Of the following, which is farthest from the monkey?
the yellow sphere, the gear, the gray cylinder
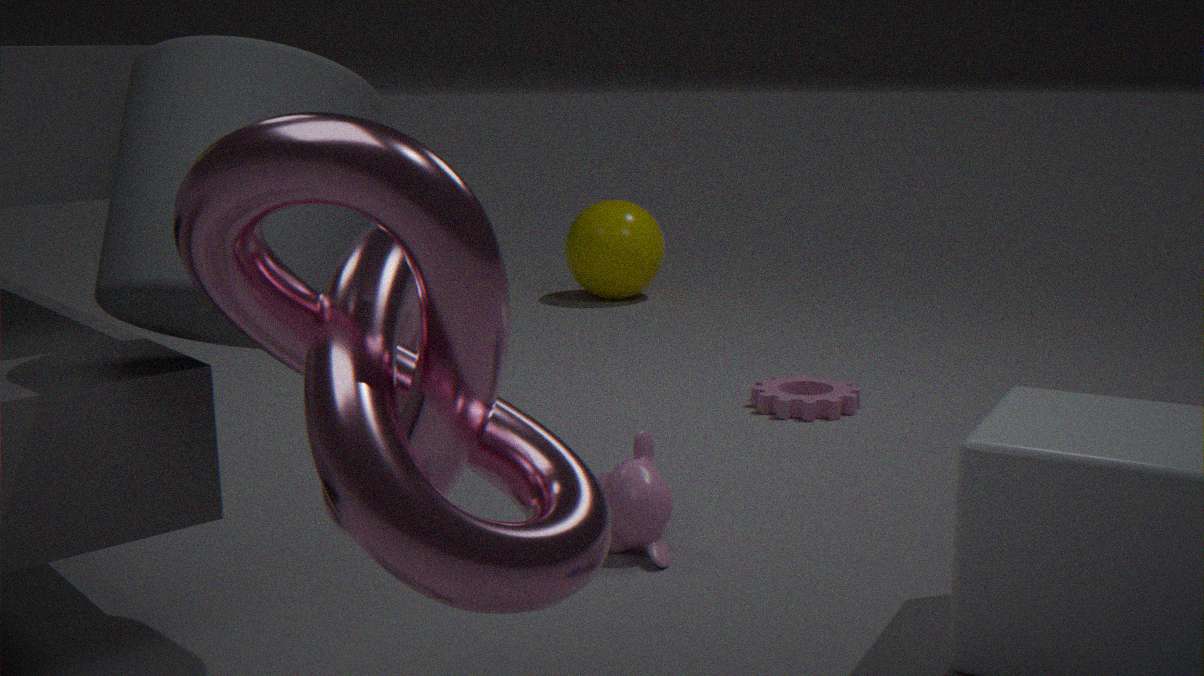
the yellow sphere
